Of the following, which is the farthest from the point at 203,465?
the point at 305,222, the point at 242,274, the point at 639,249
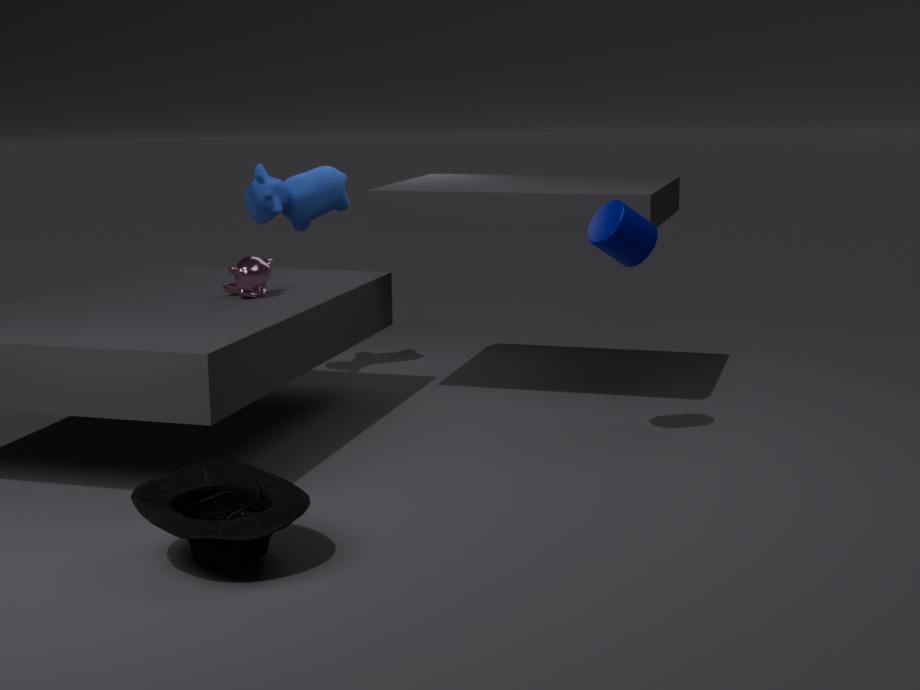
the point at 305,222
